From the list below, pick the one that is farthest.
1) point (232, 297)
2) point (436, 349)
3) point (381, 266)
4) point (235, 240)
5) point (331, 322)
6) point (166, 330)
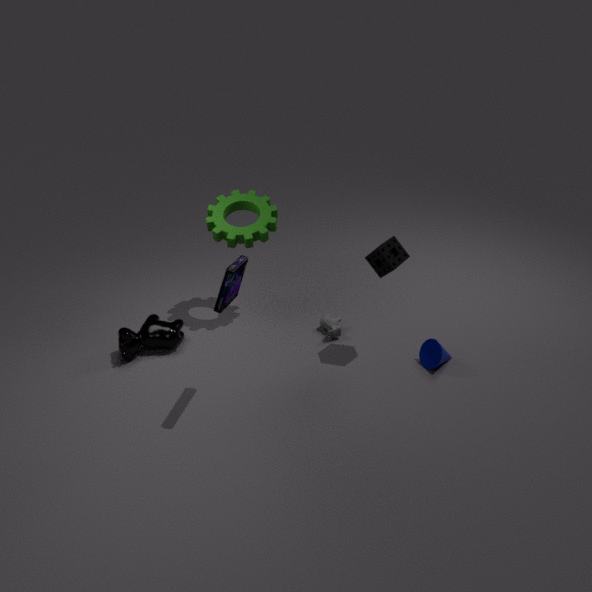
5. point (331, 322)
